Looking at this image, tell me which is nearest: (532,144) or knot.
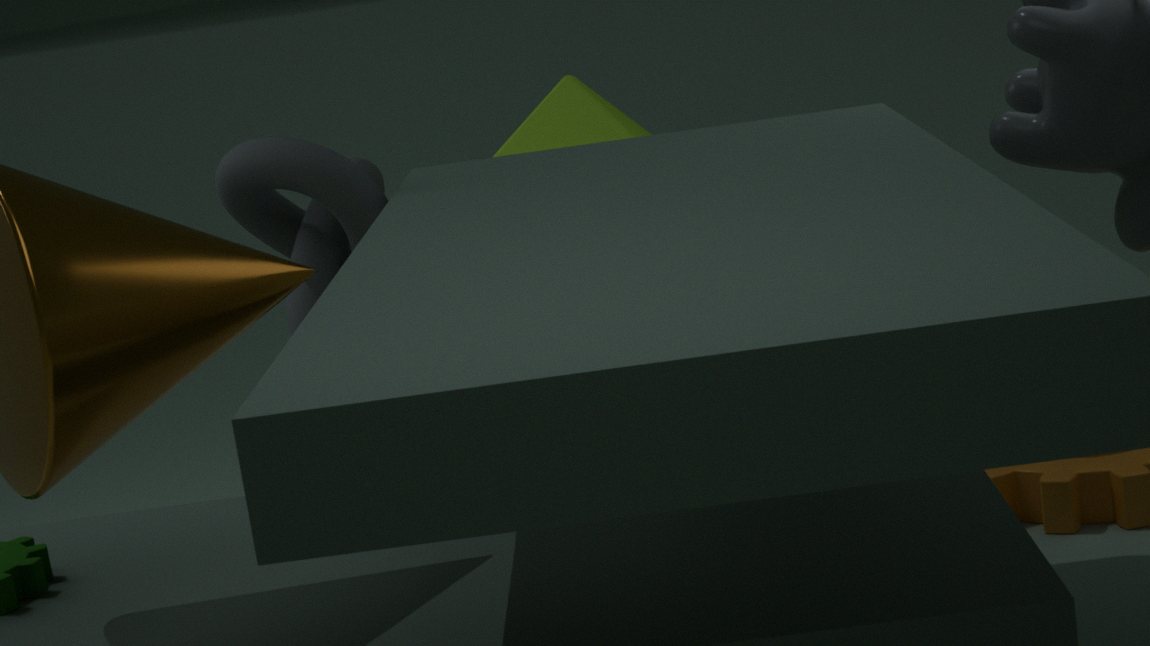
knot
